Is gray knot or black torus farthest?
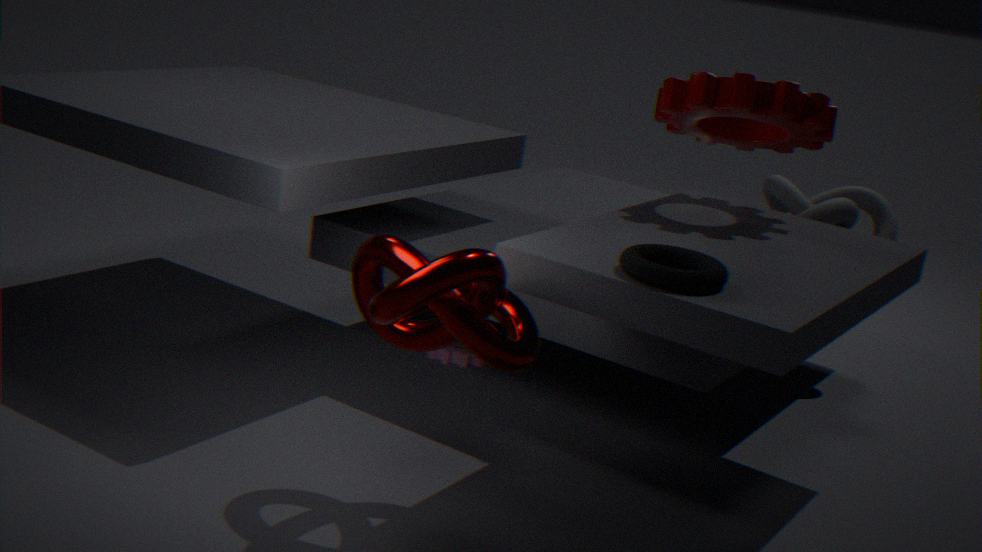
gray knot
